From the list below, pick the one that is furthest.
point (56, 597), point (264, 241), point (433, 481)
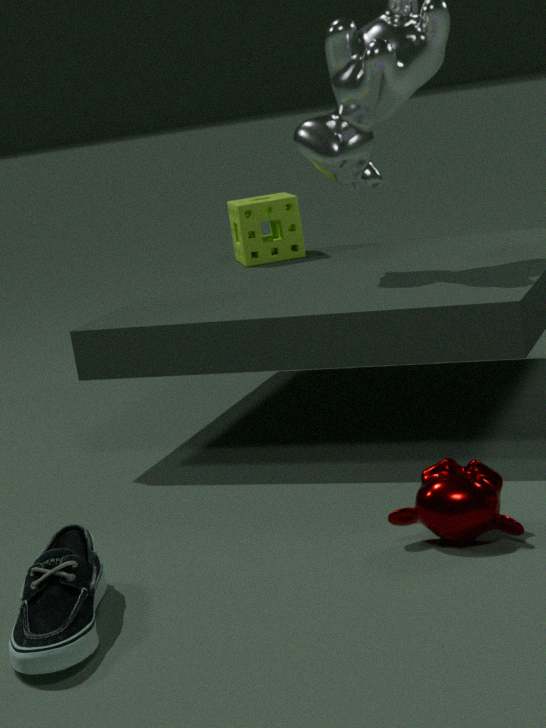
point (264, 241)
